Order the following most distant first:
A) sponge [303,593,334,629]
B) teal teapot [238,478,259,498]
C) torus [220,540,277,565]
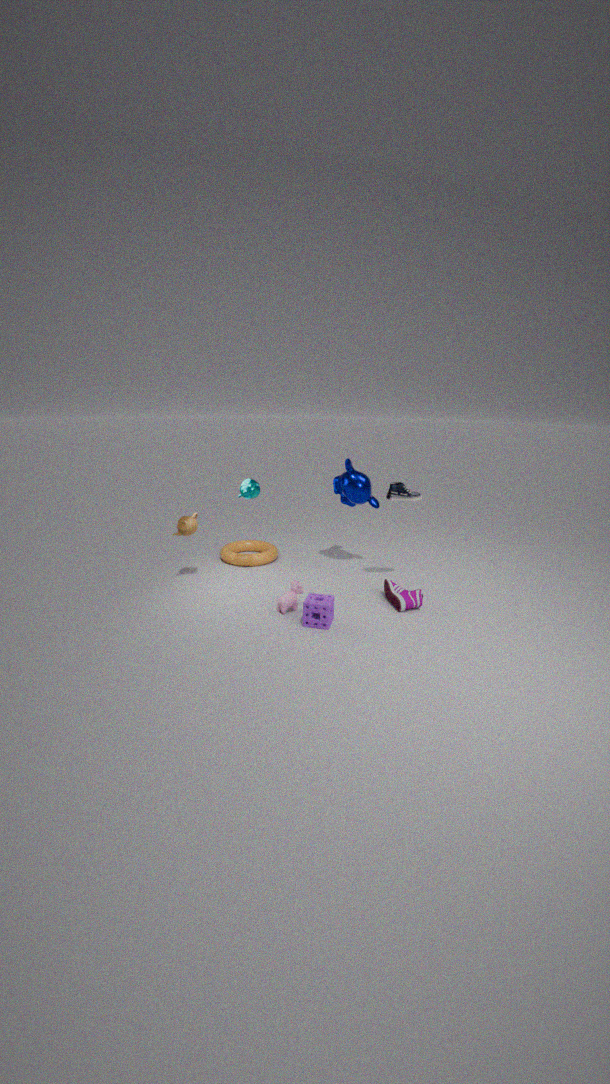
1. torus [220,540,277,565]
2. teal teapot [238,478,259,498]
3. sponge [303,593,334,629]
